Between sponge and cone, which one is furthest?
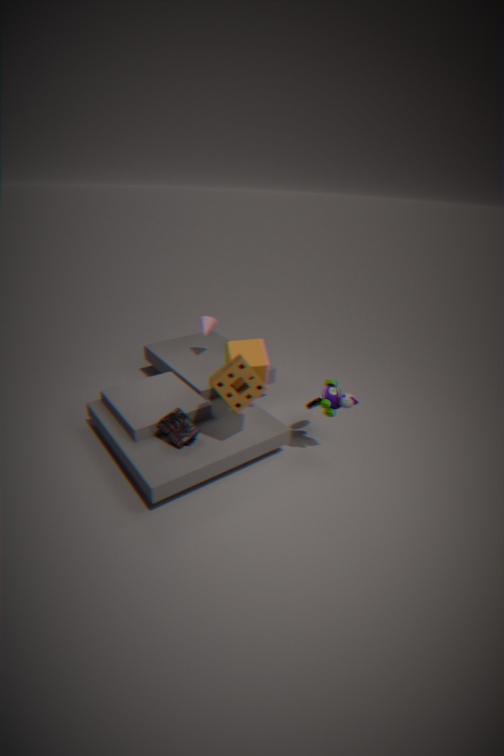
cone
